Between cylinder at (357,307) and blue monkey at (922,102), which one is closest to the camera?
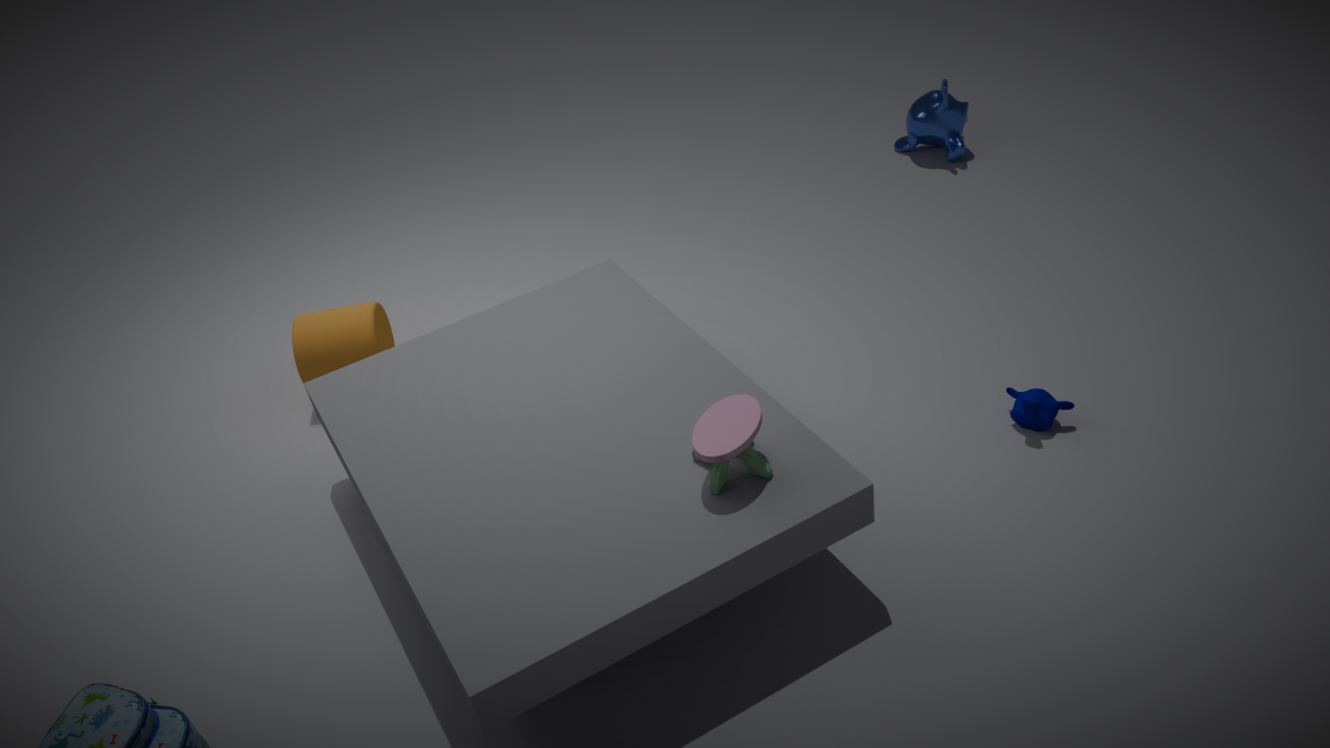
cylinder at (357,307)
